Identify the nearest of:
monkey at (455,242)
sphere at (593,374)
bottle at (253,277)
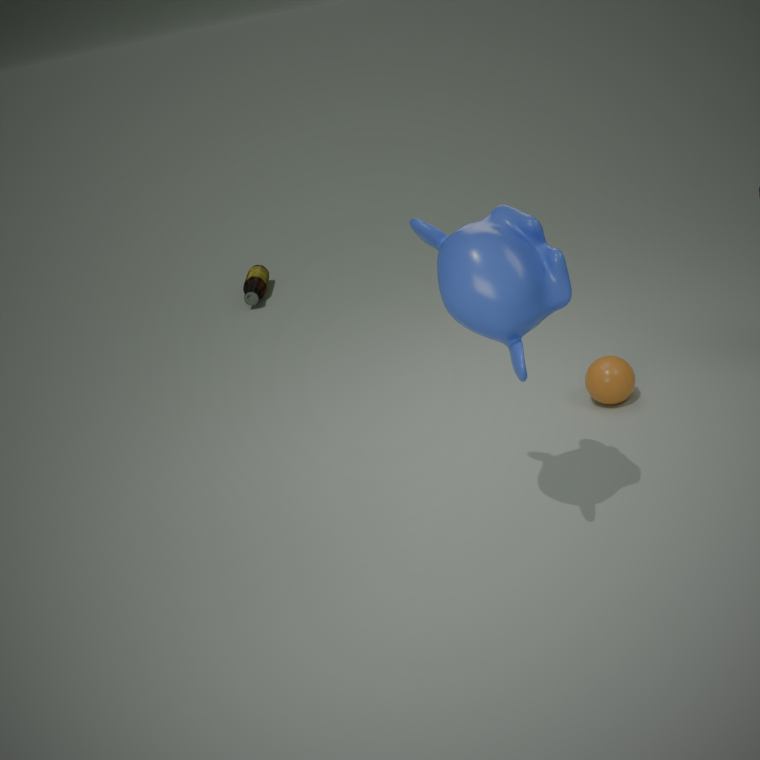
monkey at (455,242)
